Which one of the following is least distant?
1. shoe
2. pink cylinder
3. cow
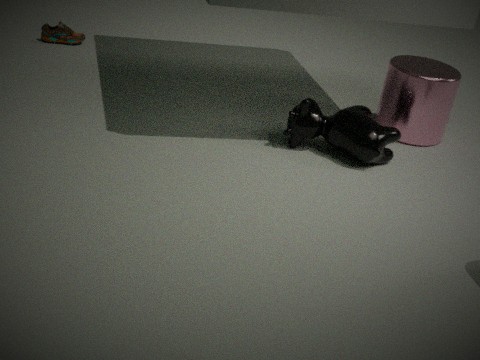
cow
